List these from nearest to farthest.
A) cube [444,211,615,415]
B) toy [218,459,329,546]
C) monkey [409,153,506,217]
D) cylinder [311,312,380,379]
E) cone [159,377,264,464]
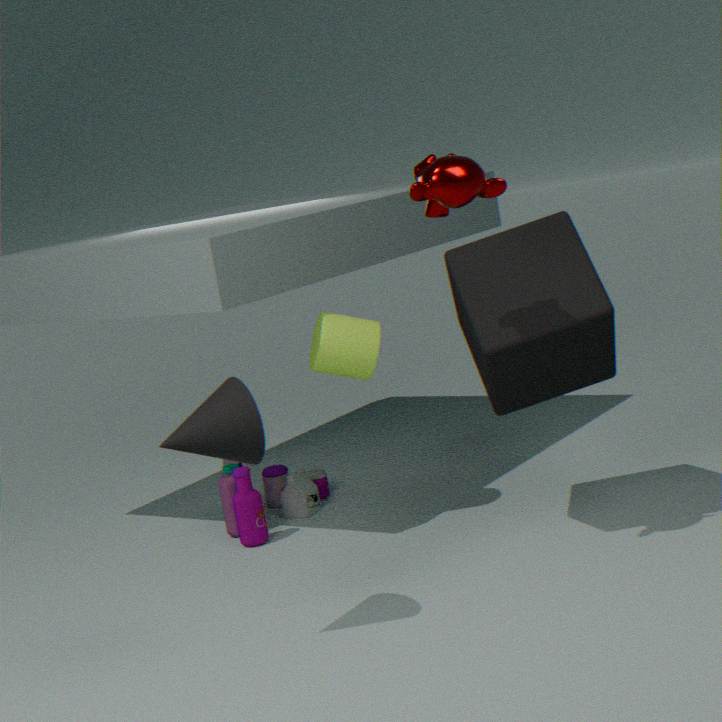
1. cone [159,377,264,464]
2. monkey [409,153,506,217]
3. cube [444,211,615,415]
4. cylinder [311,312,380,379]
5. toy [218,459,329,546]
